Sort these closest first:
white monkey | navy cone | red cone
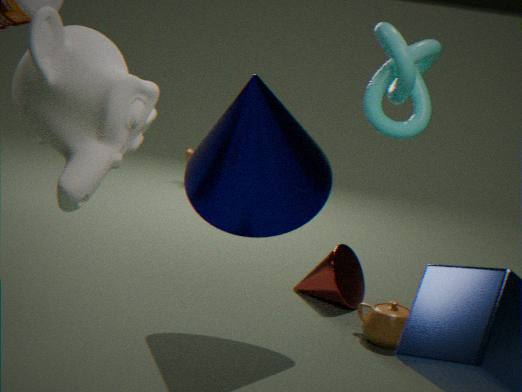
white monkey, navy cone, red cone
